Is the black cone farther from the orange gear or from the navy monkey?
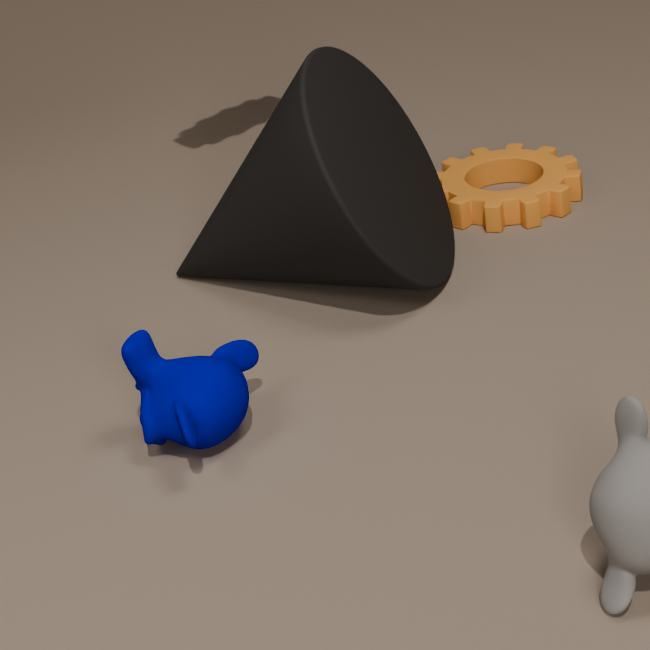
the navy monkey
